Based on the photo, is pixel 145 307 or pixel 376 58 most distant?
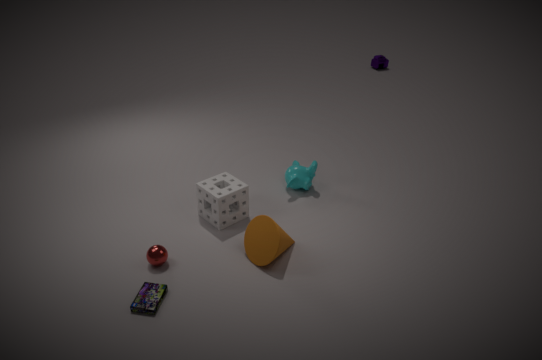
pixel 376 58
